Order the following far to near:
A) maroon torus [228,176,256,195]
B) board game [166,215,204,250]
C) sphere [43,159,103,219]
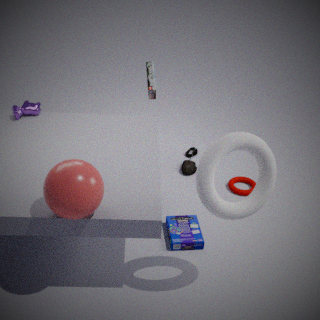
1. maroon torus [228,176,256,195]
2. board game [166,215,204,250]
3. sphere [43,159,103,219]
